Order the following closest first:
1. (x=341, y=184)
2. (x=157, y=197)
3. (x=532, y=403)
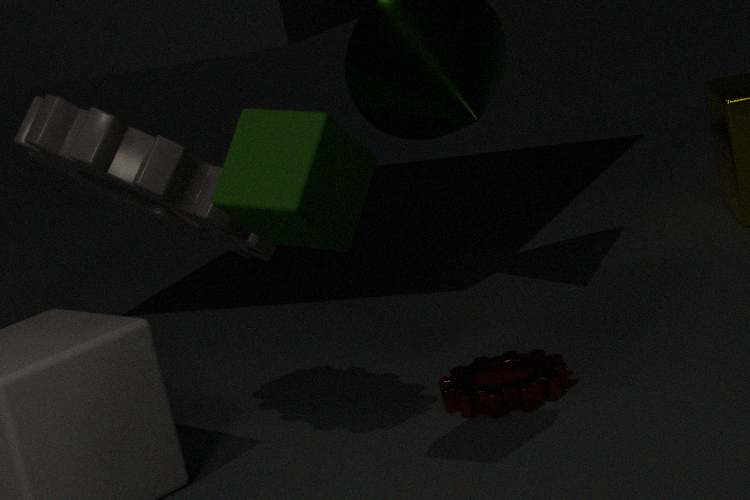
(x=341, y=184) → (x=157, y=197) → (x=532, y=403)
